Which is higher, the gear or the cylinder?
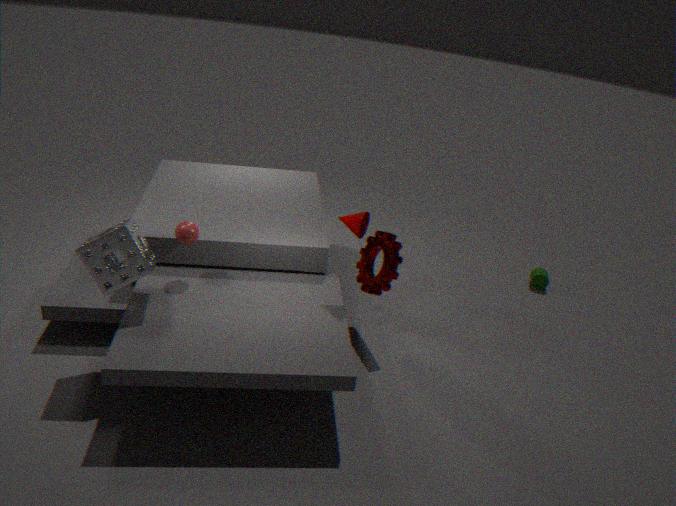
the gear
